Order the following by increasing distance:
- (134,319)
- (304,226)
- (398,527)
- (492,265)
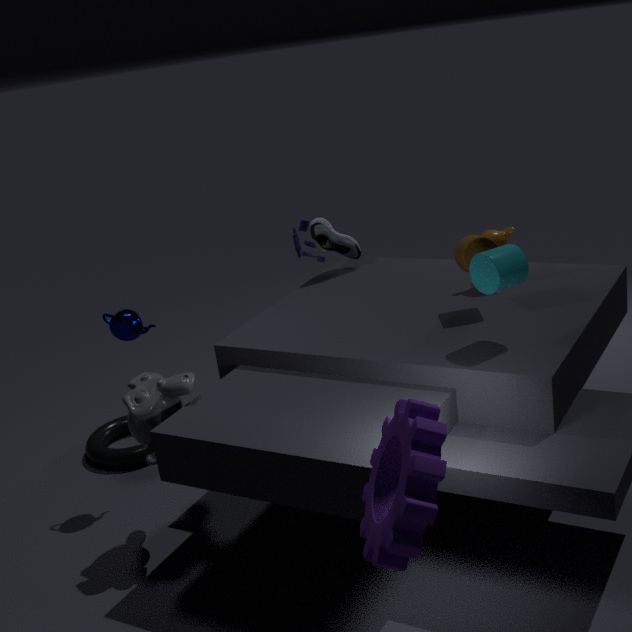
(398,527) → (492,265) → (134,319) → (304,226)
